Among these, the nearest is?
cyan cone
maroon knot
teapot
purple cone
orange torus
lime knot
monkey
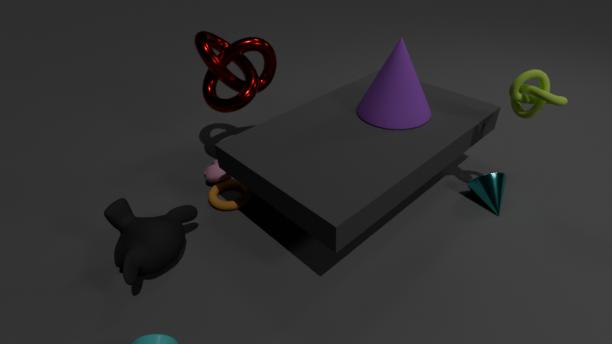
monkey
